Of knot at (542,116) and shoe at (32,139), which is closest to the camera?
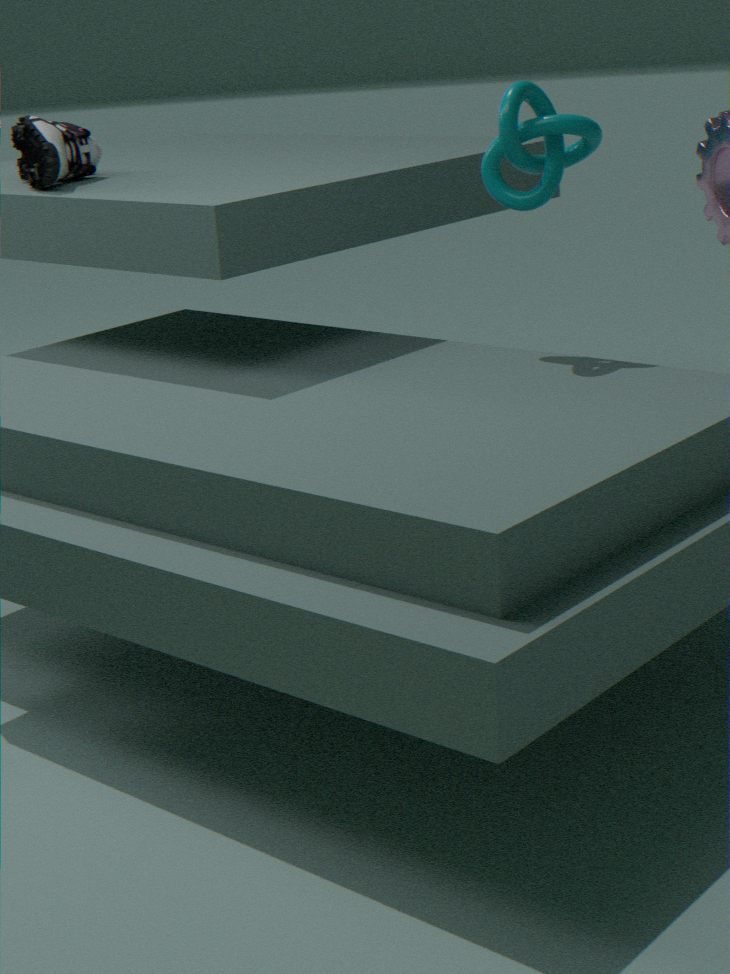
knot at (542,116)
